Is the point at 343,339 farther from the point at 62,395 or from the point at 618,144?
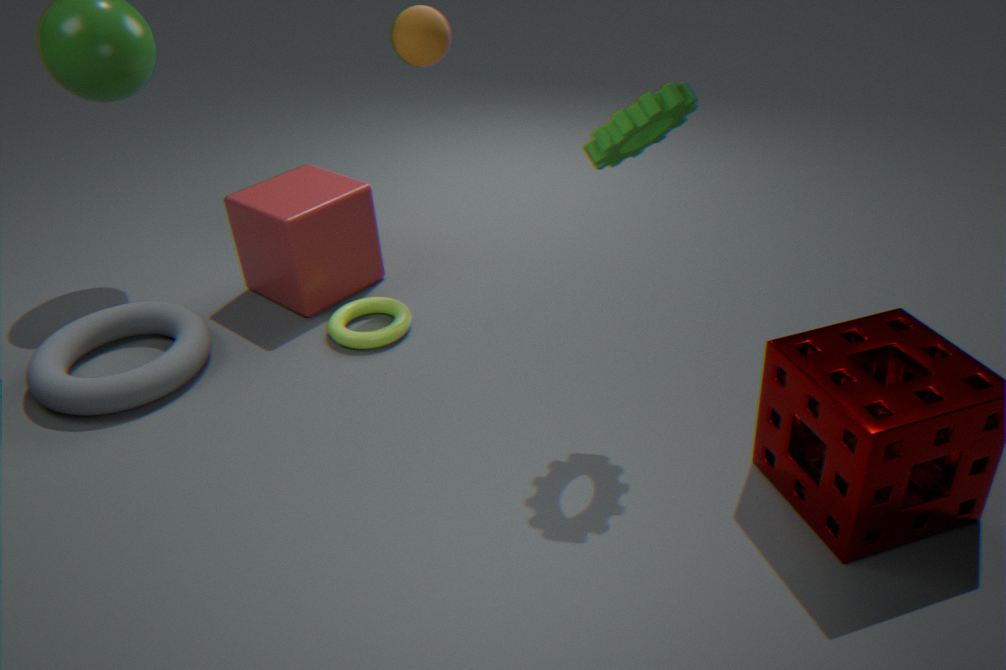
the point at 618,144
